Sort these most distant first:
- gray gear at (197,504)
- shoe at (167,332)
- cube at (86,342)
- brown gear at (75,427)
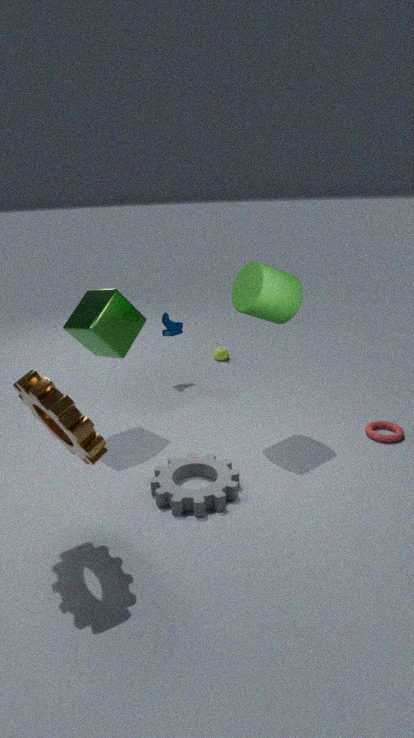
shoe at (167,332) → cube at (86,342) → gray gear at (197,504) → brown gear at (75,427)
